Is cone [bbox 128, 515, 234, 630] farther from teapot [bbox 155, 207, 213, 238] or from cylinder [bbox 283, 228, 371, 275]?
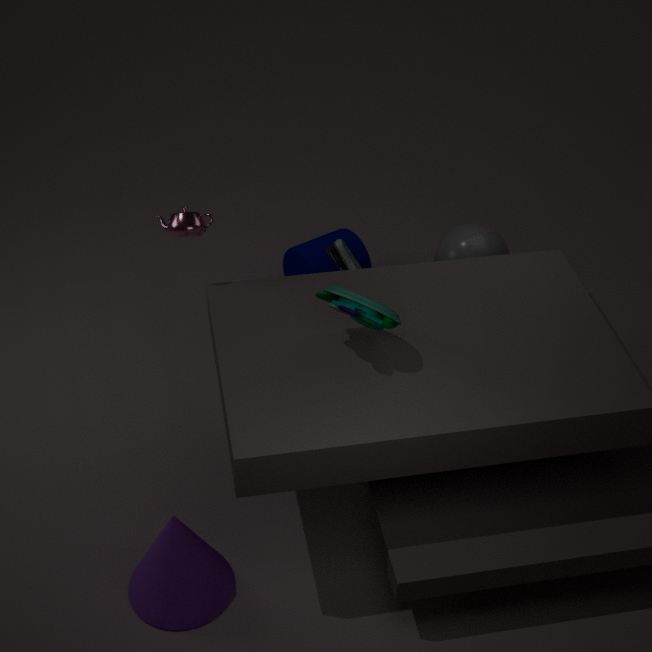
cylinder [bbox 283, 228, 371, 275]
